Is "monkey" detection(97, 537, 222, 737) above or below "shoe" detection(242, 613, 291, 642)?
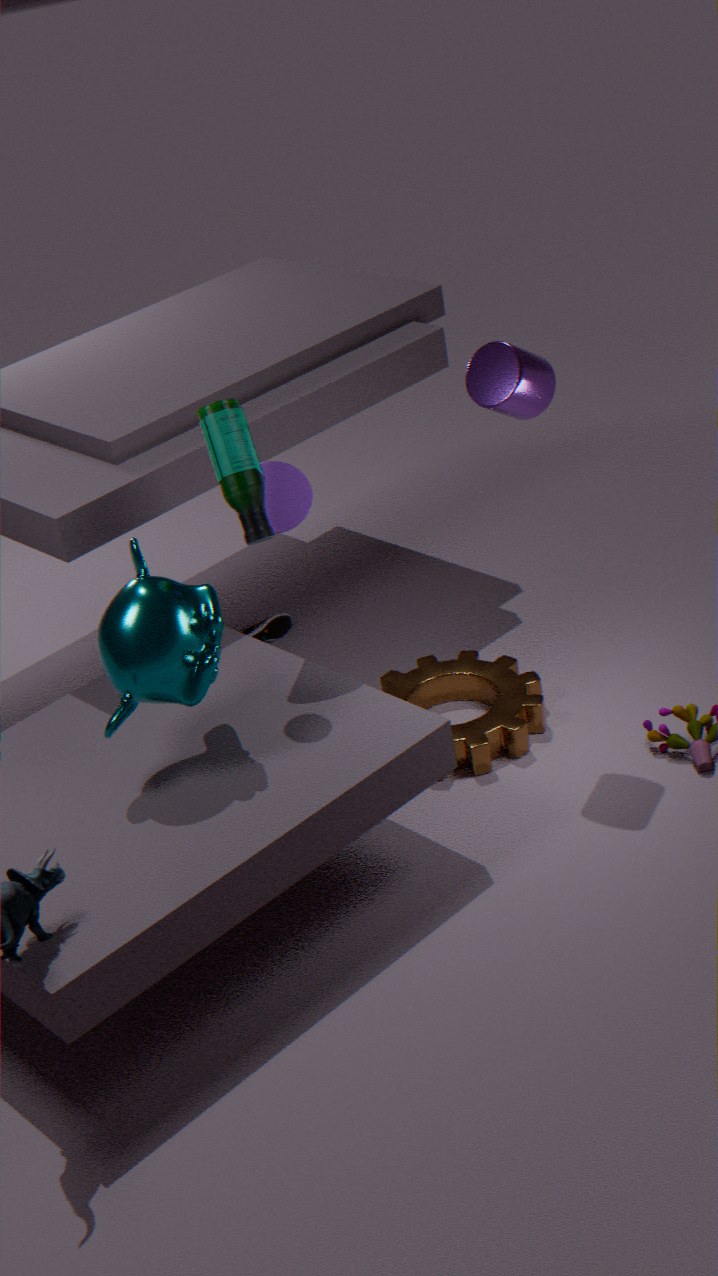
above
